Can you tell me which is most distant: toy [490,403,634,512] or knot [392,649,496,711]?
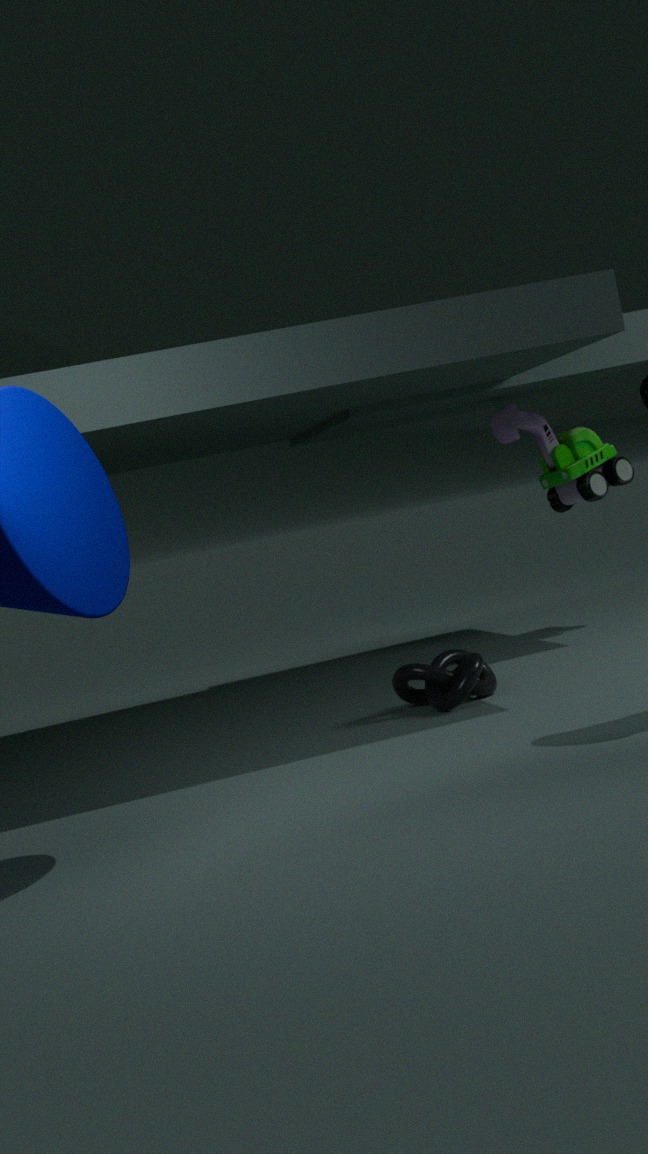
toy [490,403,634,512]
